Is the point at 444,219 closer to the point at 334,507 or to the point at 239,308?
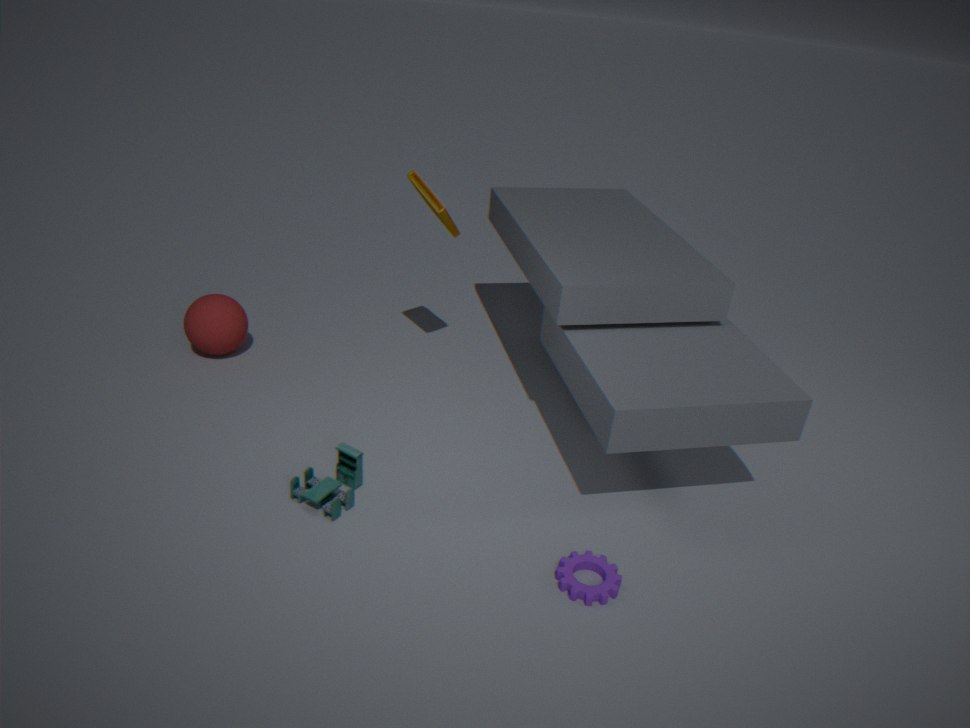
the point at 239,308
